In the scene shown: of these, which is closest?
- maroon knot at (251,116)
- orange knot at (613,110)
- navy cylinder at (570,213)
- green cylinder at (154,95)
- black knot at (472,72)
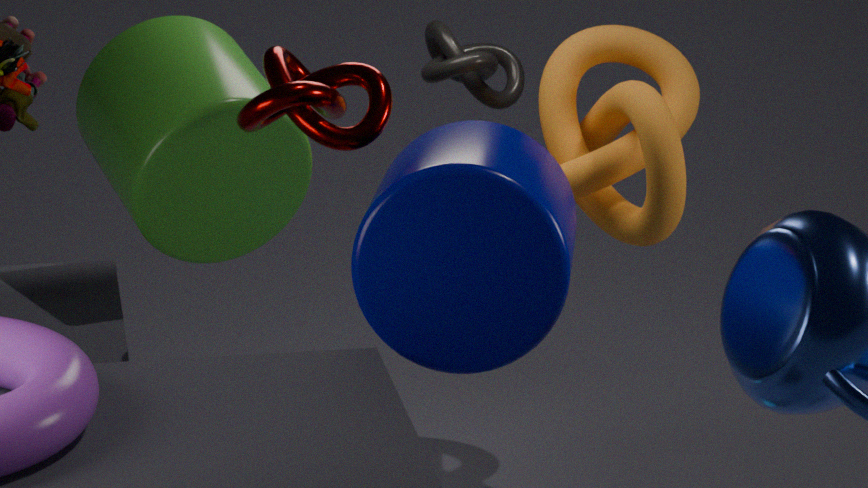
navy cylinder at (570,213)
